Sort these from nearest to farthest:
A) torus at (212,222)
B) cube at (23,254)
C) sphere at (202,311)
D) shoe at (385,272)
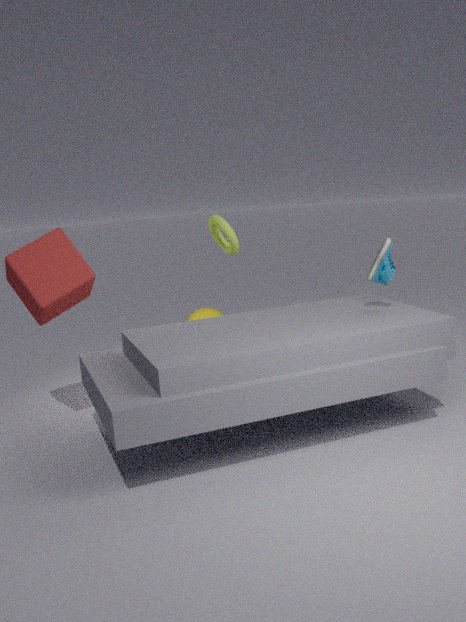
cube at (23,254) < shoe at (385,272) < torus at (212,222) < sphere at (202,311)
